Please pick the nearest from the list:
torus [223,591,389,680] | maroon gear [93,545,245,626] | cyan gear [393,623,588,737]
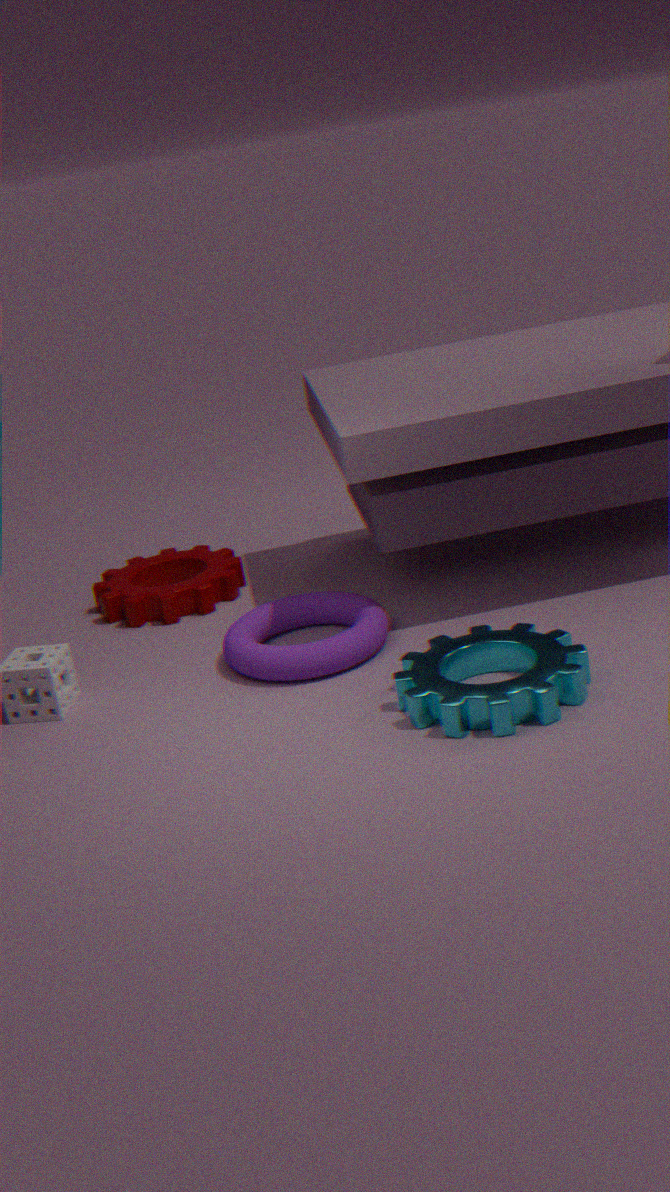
cyan gear [393,623,588,737]
